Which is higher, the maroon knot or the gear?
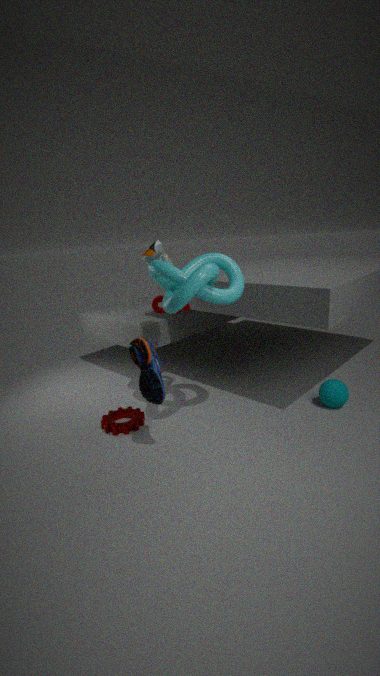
the maroon knot
